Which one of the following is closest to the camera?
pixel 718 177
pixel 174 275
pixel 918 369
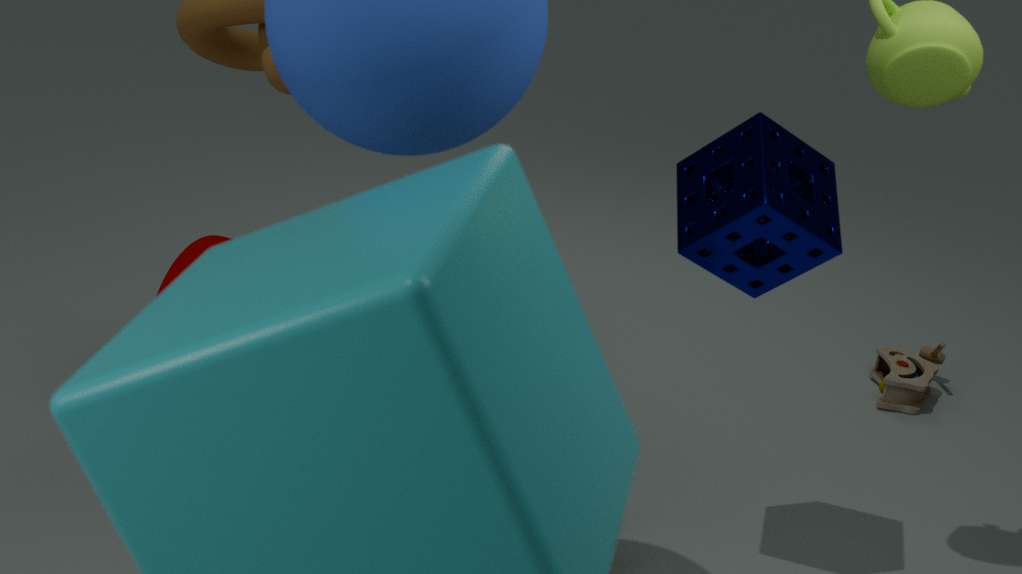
pixel 718 177
